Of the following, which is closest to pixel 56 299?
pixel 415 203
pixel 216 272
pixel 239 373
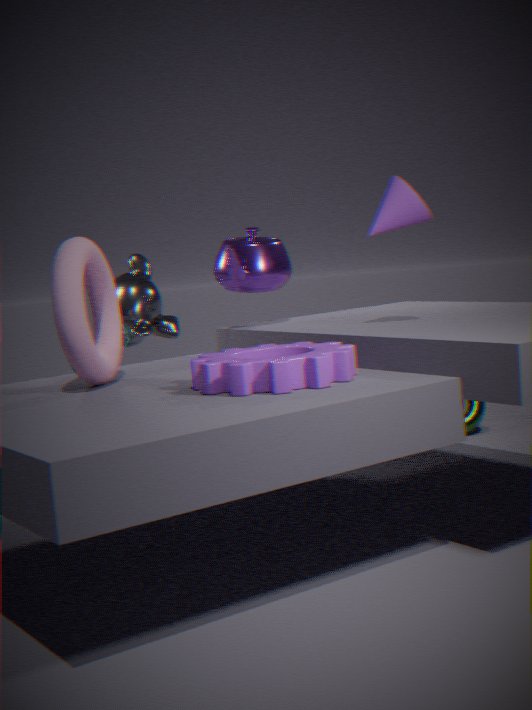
pixel 239 373
